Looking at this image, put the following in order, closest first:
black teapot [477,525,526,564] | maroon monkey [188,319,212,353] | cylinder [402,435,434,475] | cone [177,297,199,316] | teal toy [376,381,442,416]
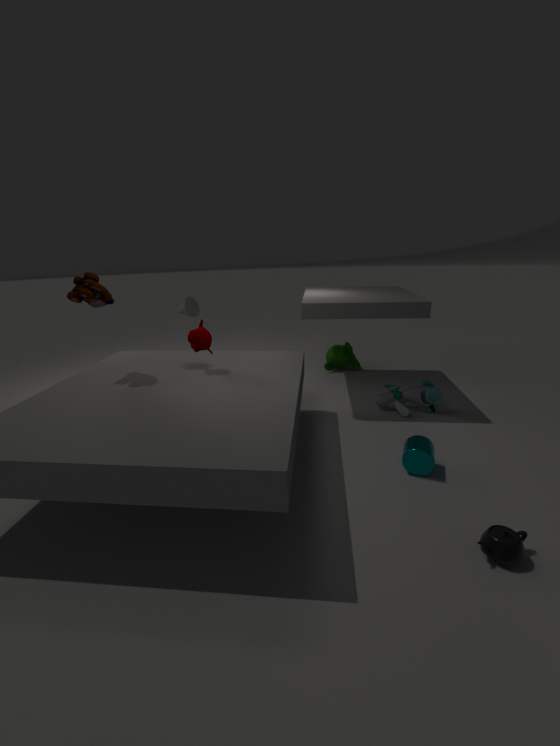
black teapot [477,525,526,564] → cylinder [402,435,434,475] → maroon monkey [188,319,212,353] → teal toy [376,381,442,416] → cone [177,297,199,316]
